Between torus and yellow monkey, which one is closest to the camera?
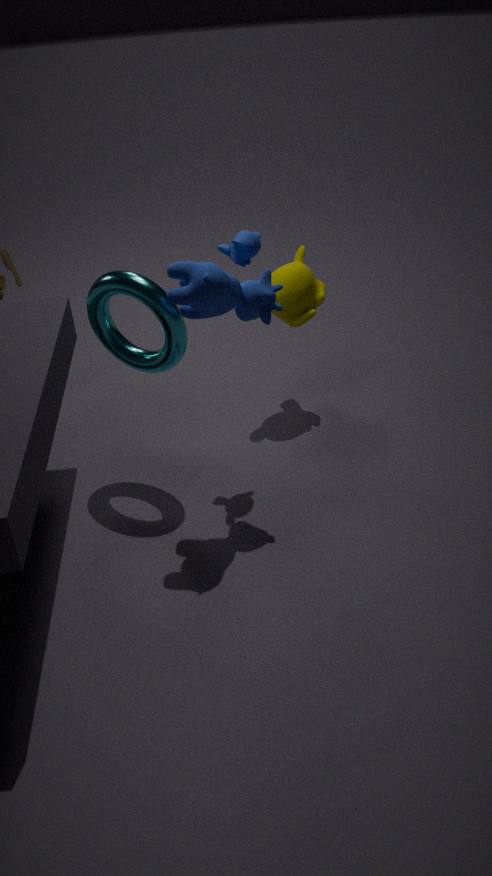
torus
